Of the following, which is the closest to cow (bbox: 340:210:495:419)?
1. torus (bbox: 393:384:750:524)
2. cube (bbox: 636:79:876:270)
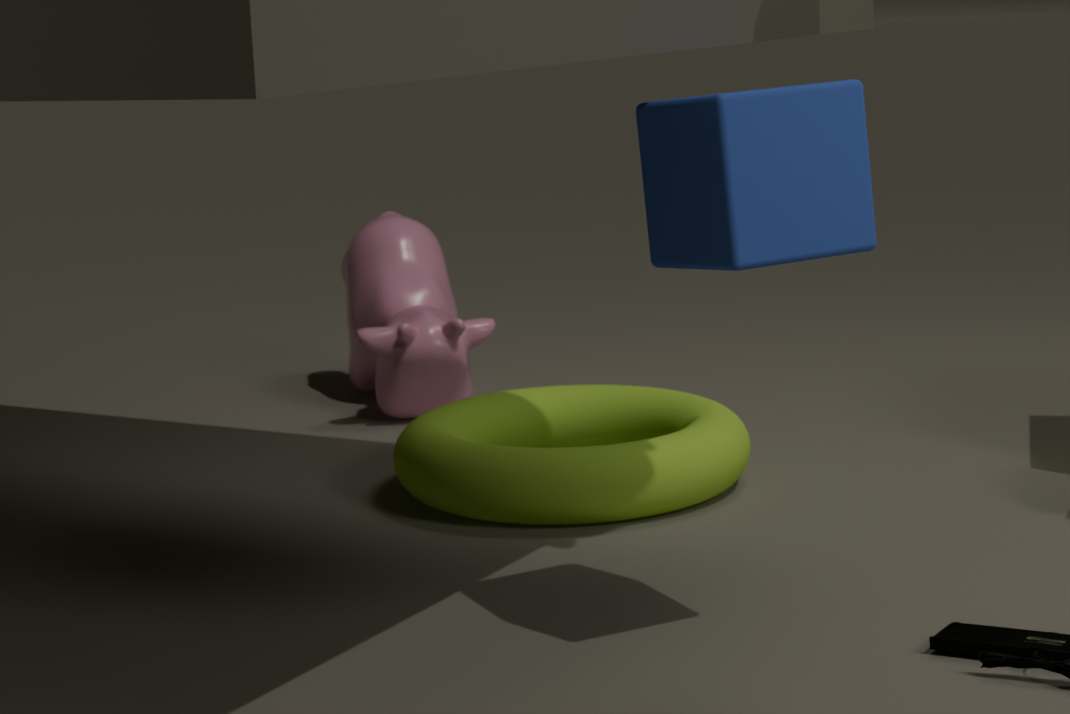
torus (bbox: 393:384:750:524)
